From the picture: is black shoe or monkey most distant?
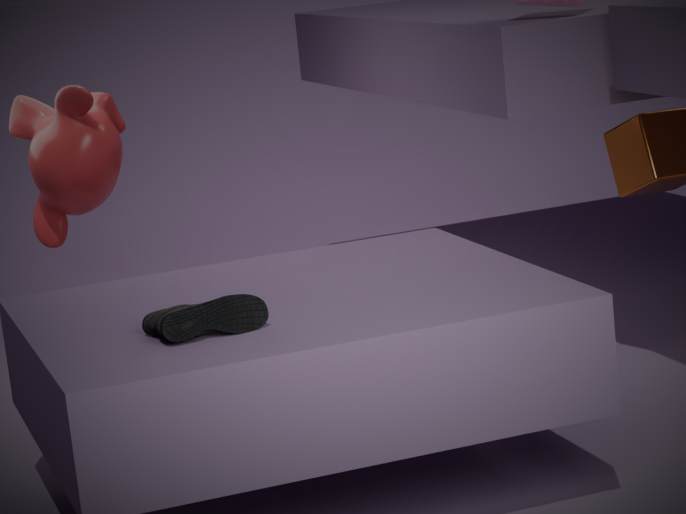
monkey
